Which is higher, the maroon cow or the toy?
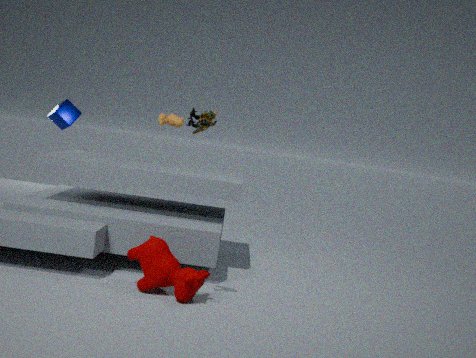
the toy
